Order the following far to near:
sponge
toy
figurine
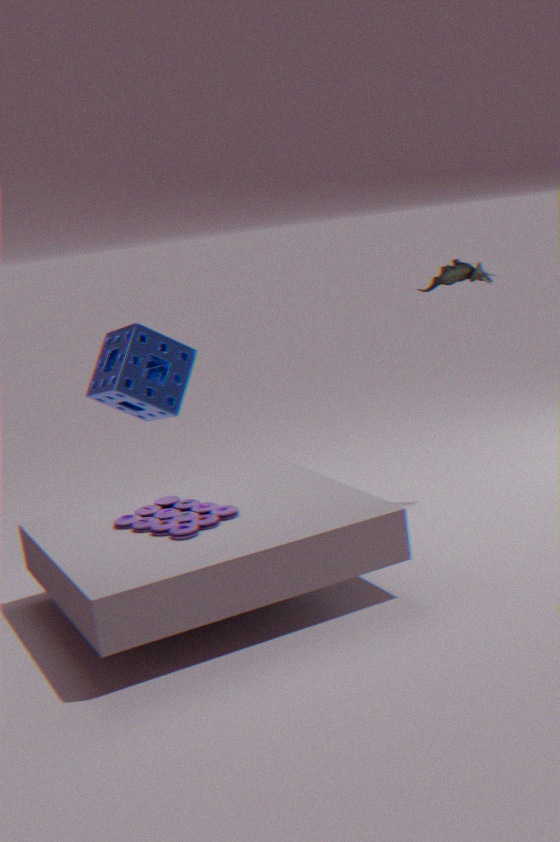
sponge, figurine, toy
